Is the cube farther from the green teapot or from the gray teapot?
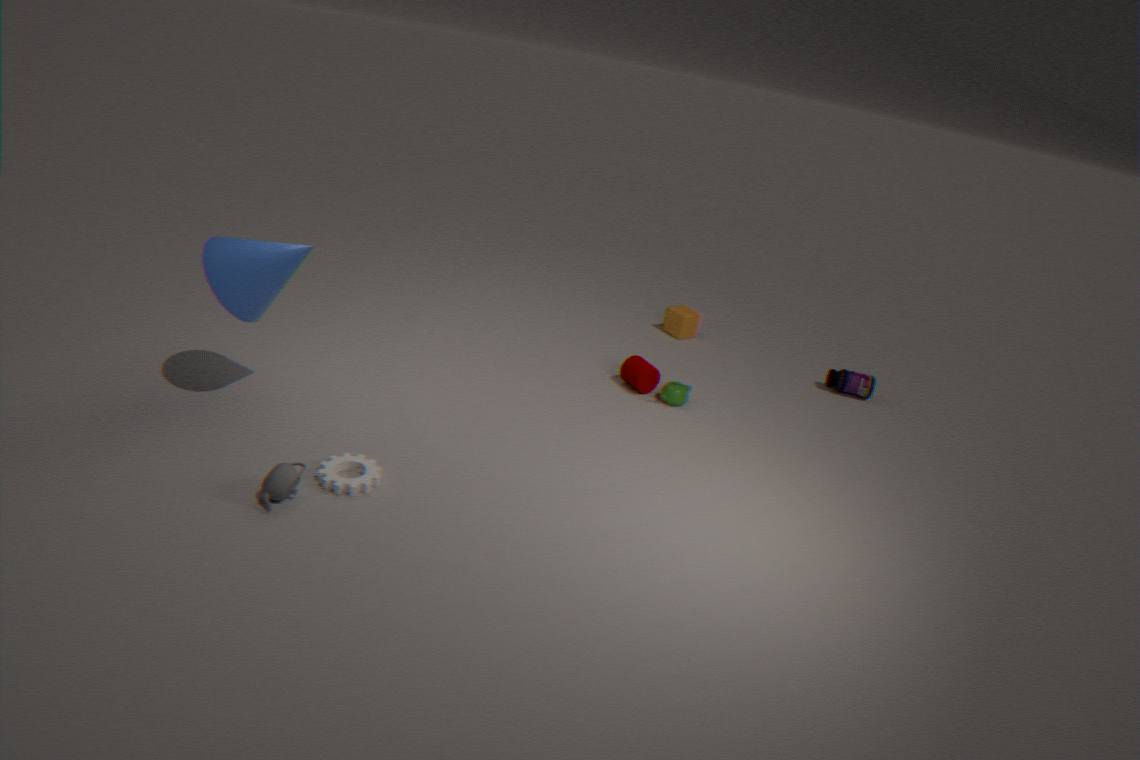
the gray teapot
